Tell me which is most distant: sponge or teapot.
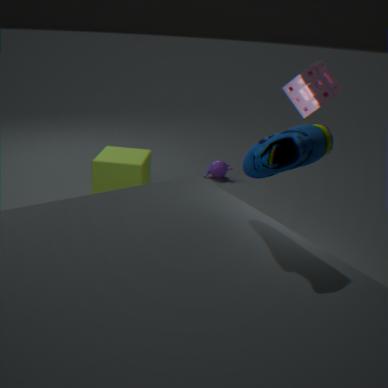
teapot
